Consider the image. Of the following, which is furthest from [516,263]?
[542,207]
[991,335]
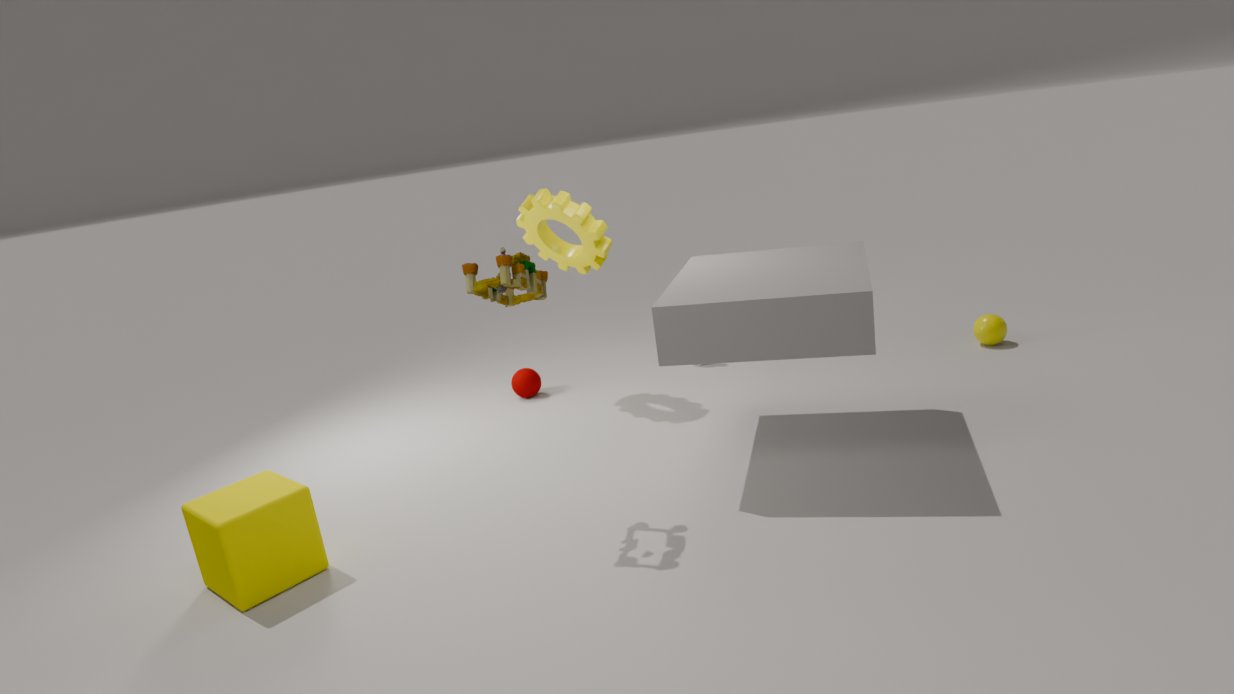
[991,335]
